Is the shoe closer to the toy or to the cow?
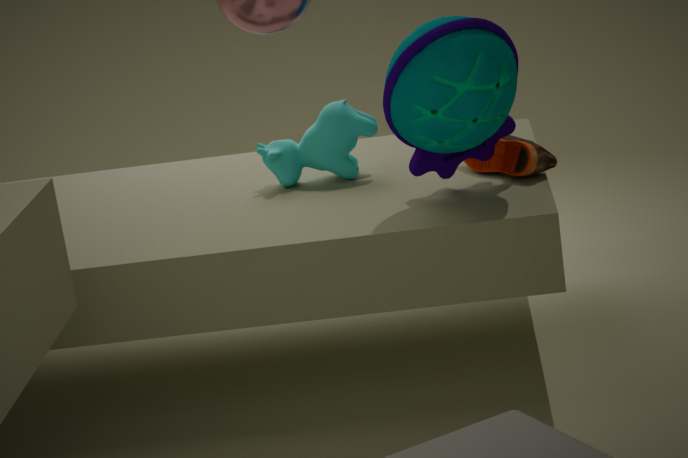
the toy
